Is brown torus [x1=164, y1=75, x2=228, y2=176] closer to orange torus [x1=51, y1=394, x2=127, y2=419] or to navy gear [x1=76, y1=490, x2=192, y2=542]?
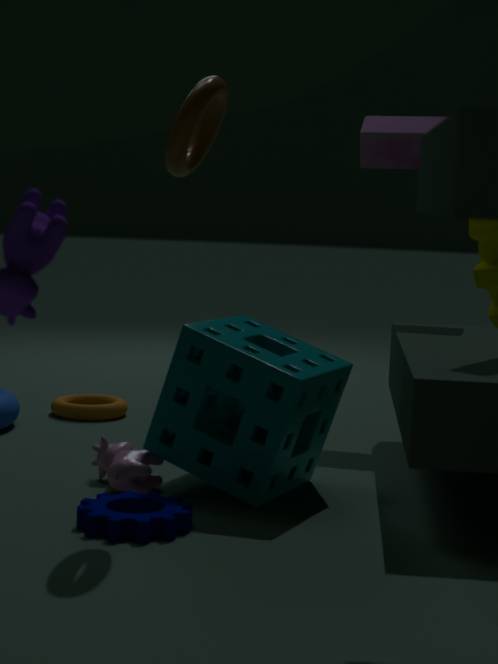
navy gear [x1=76, y1=490, x2=192, y2=542]
